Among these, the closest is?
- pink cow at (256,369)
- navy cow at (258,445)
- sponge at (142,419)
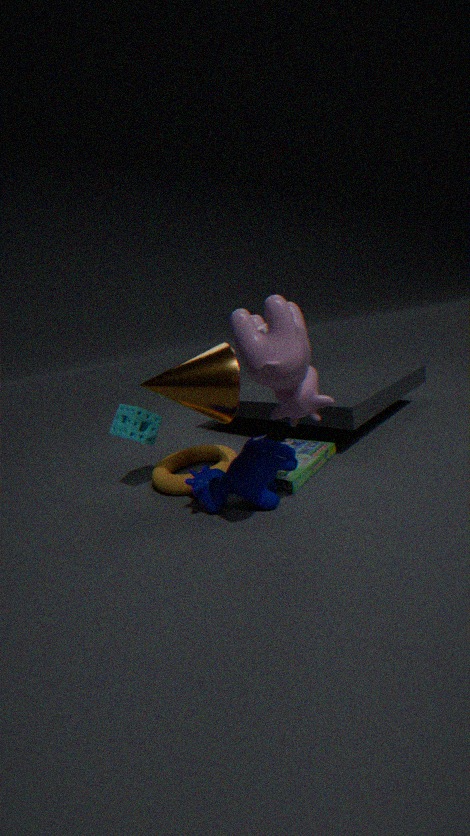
pink cow at (256,369)
